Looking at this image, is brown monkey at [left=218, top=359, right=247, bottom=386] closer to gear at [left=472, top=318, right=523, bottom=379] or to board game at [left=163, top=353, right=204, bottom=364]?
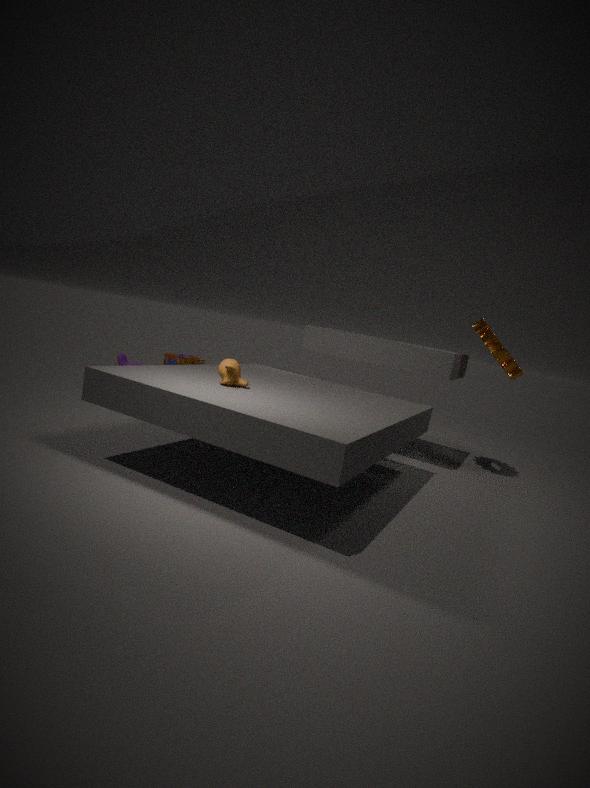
gear at [left=472, top=318, right=523, bottom=379]
